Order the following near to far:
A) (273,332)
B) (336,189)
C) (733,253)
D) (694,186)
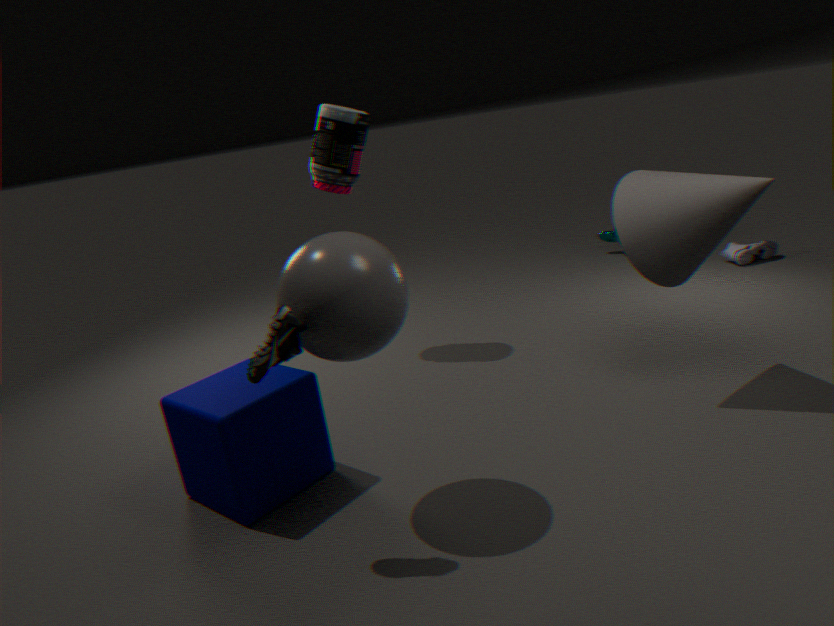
A. (273,332) < D. (694,186) < B. (336,189) < C. (733,253)
